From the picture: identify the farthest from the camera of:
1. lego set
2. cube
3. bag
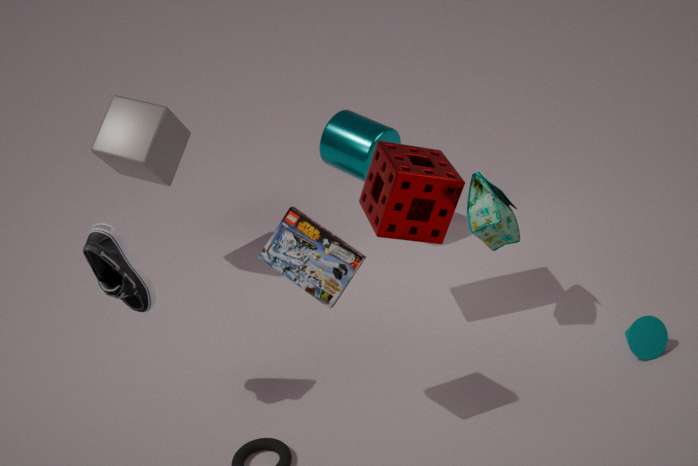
cube
